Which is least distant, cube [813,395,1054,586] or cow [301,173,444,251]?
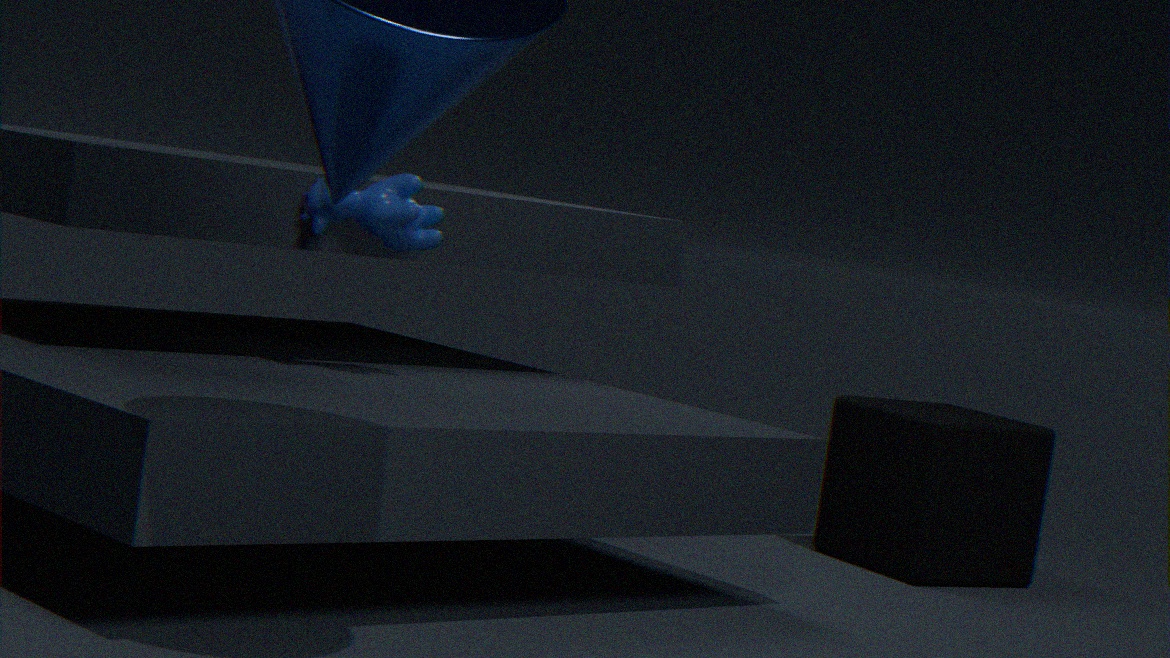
cow [301,173,444,251]
